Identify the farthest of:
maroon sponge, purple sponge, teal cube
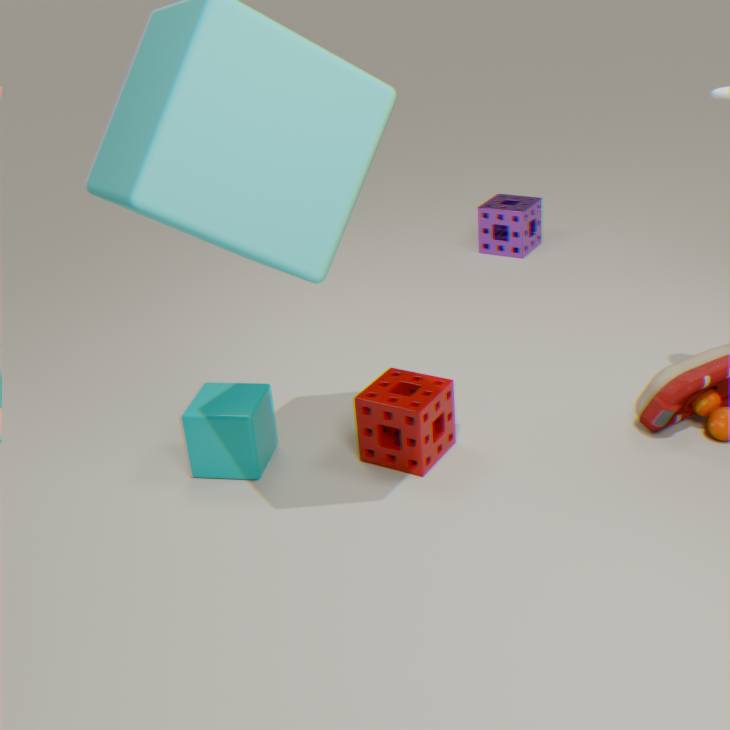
purple sponge
